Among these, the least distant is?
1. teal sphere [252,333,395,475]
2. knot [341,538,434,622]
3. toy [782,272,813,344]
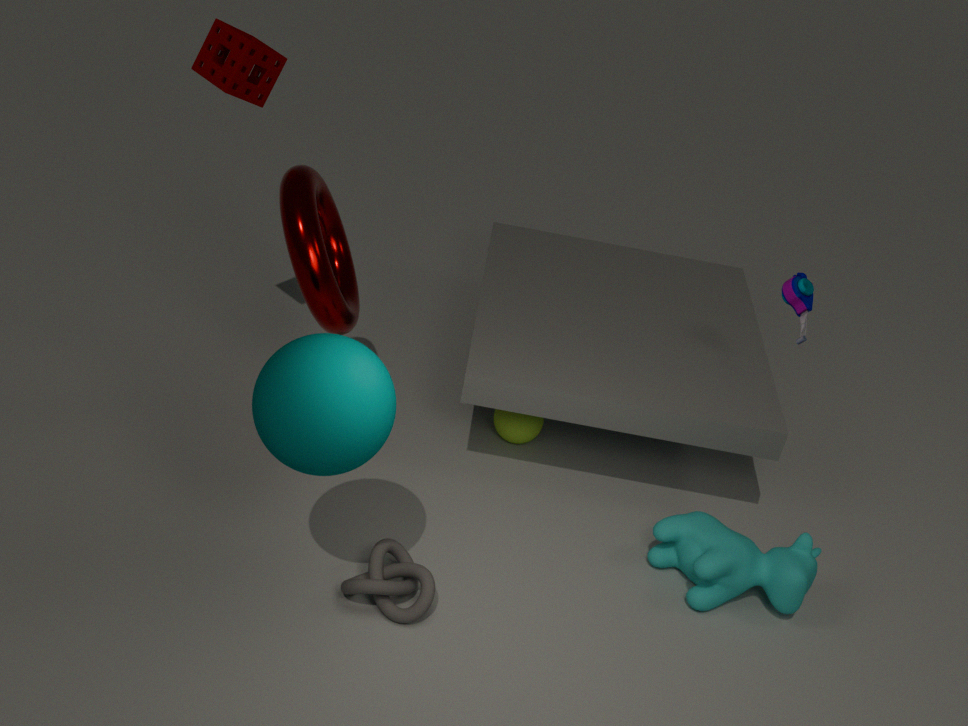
teal sphere [252,333,395,475]
